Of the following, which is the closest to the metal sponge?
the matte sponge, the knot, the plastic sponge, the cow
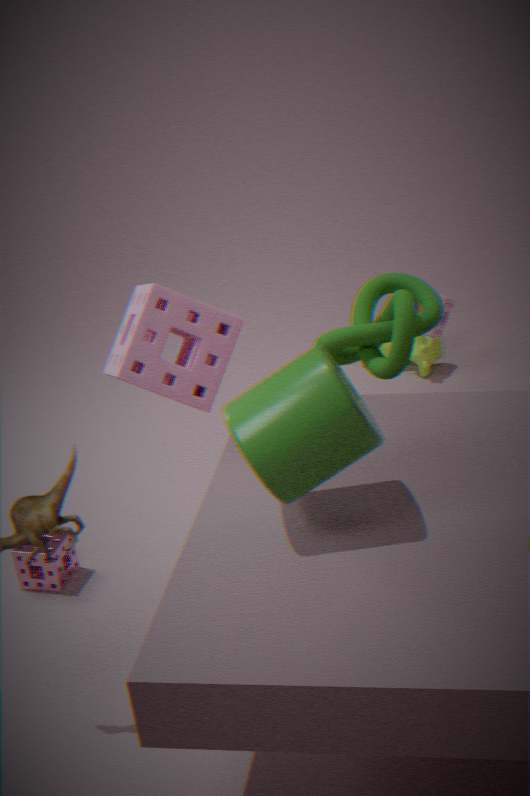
the matte sponge
